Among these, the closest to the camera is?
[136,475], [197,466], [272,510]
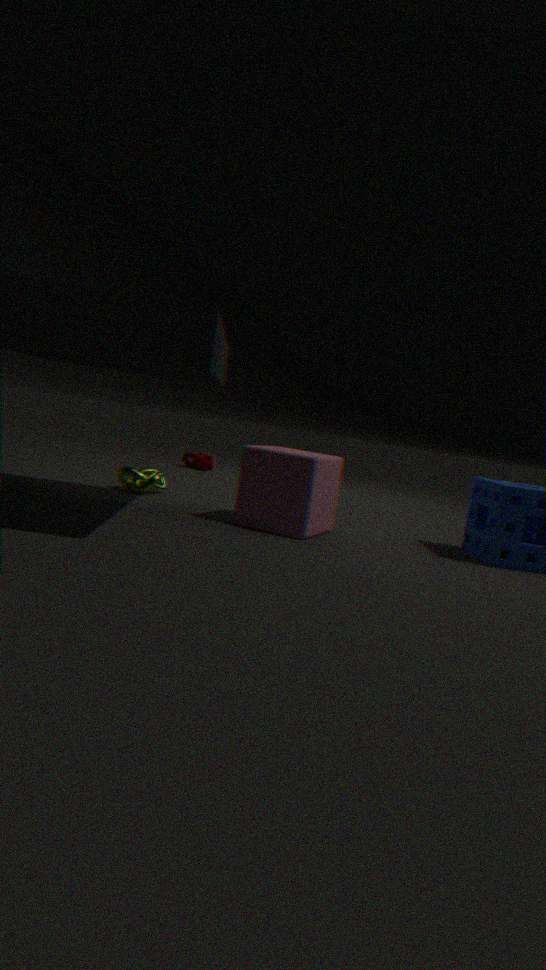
[272,510]
